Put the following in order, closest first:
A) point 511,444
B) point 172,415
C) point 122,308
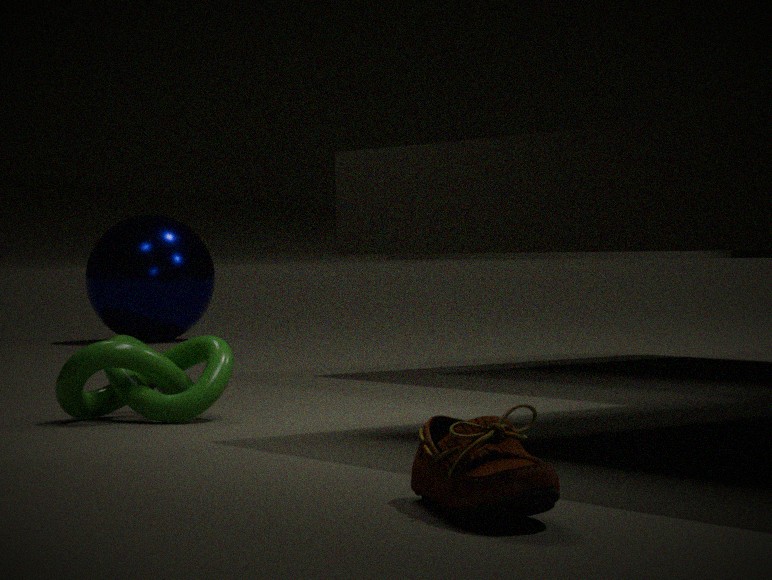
point 511,444 → point 172,415 → point 122,308
